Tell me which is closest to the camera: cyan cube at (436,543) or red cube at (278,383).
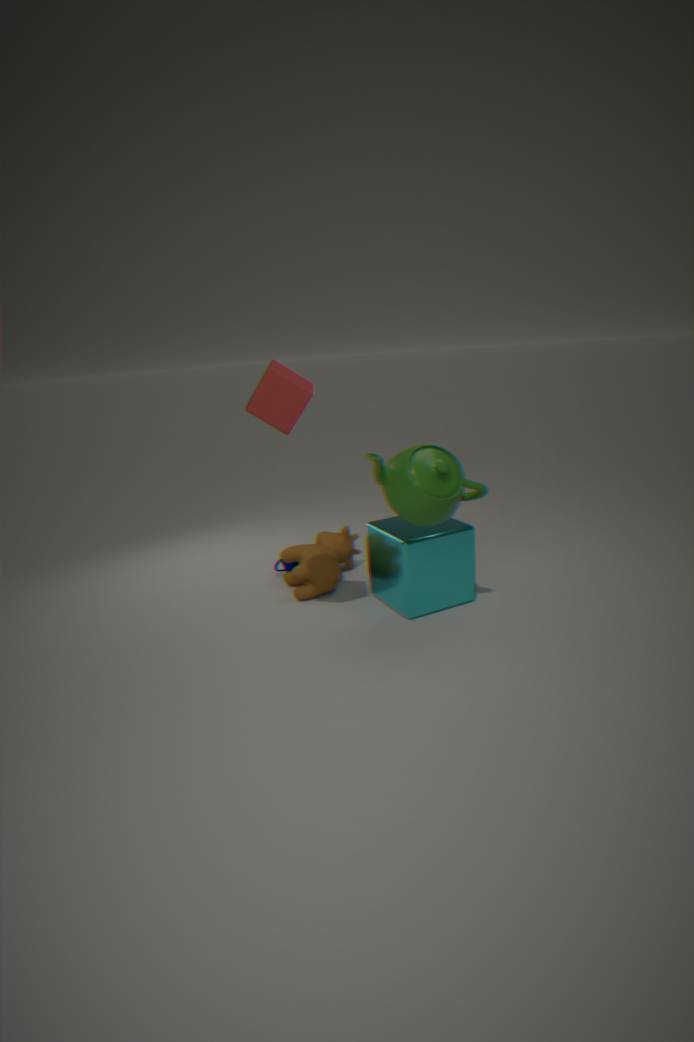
red cube at (278,383)
